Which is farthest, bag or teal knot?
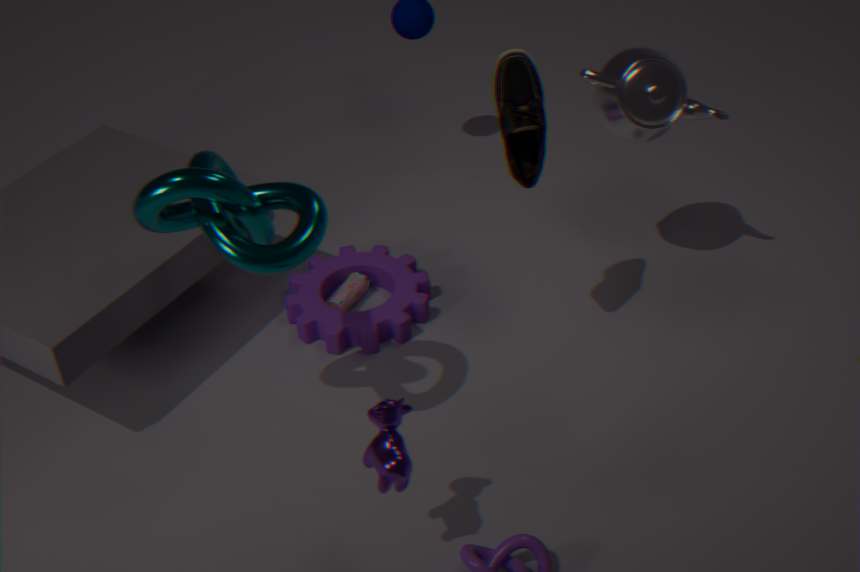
bag
